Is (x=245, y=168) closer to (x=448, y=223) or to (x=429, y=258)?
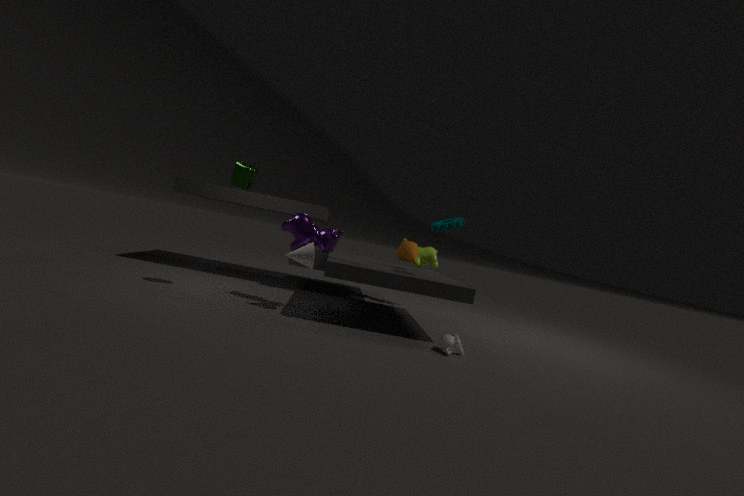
(x=448, y=223)
